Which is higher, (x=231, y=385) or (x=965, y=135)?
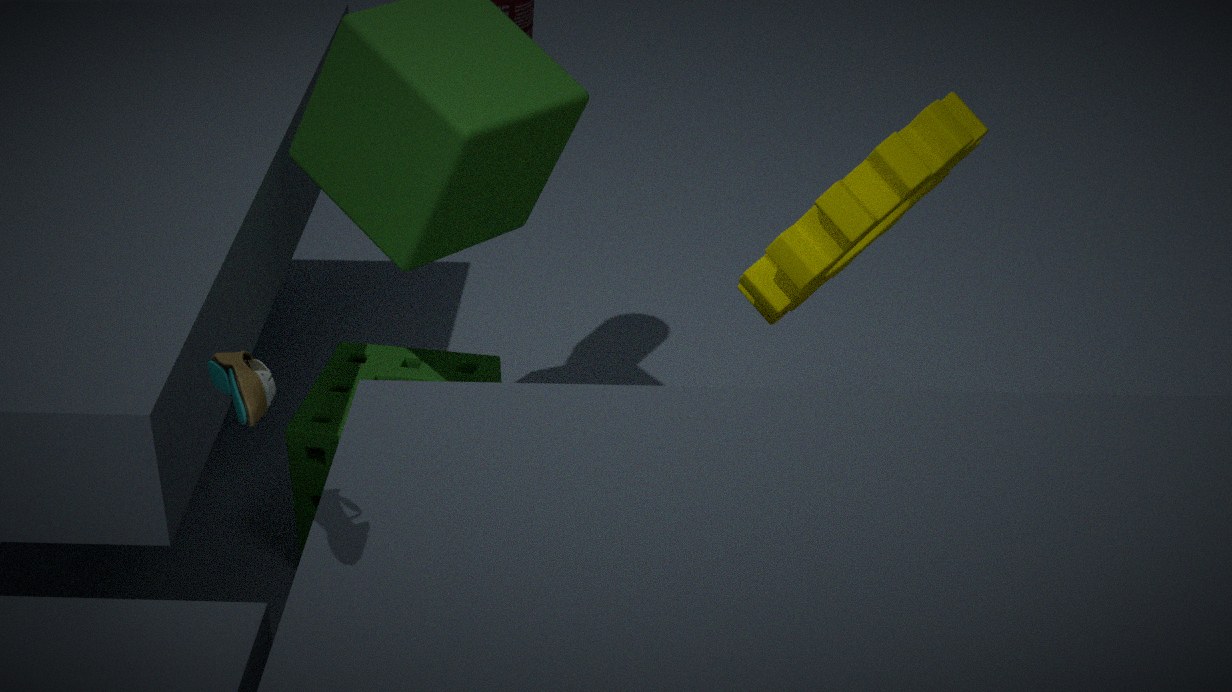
(x=231, y=385)
